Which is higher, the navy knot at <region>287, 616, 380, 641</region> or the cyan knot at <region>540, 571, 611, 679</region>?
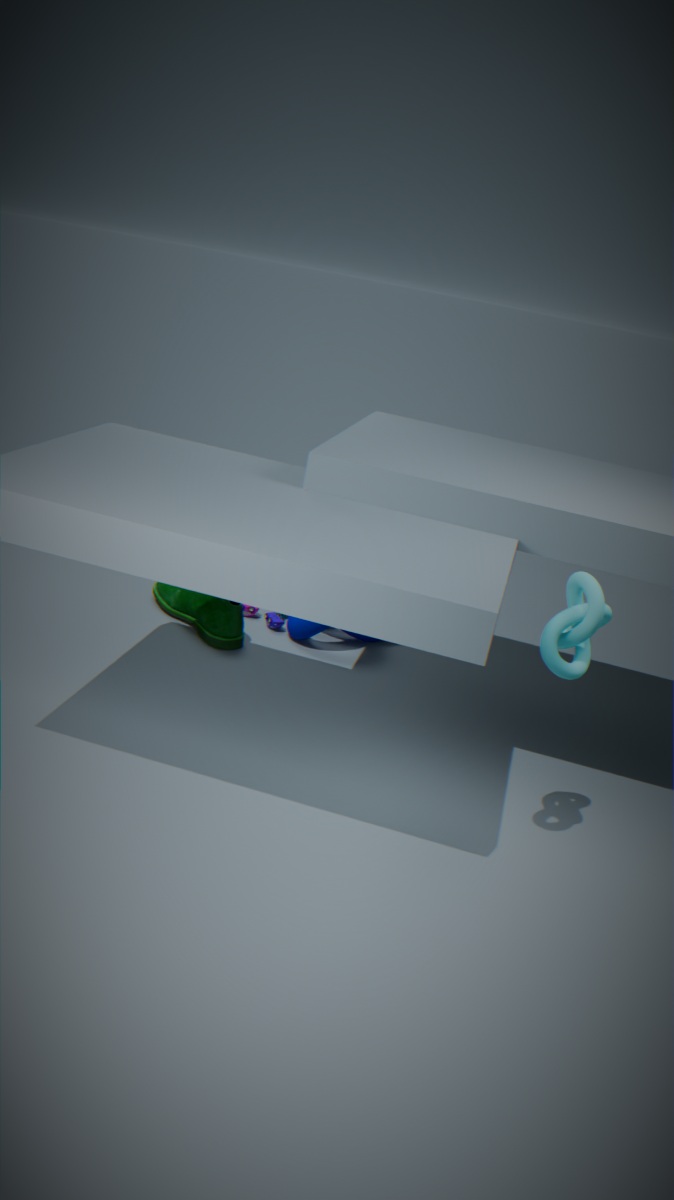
the cyan knot at <region>540, 571, 611, 679</region>
